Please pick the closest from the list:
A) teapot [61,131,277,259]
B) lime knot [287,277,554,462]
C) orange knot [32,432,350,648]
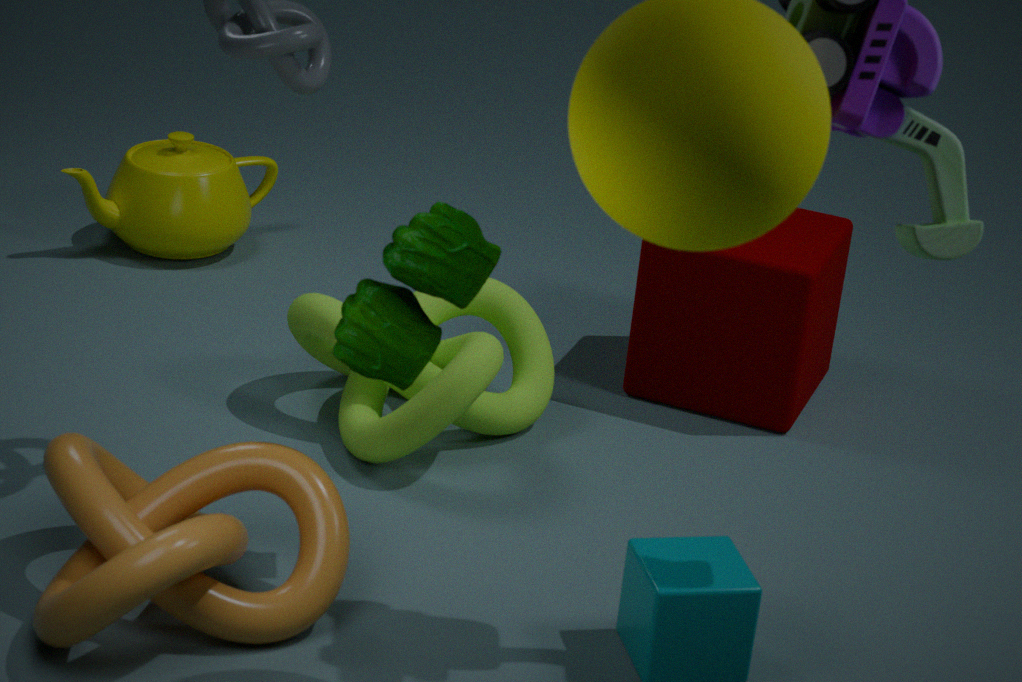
orange knot [32,432,350,648]
